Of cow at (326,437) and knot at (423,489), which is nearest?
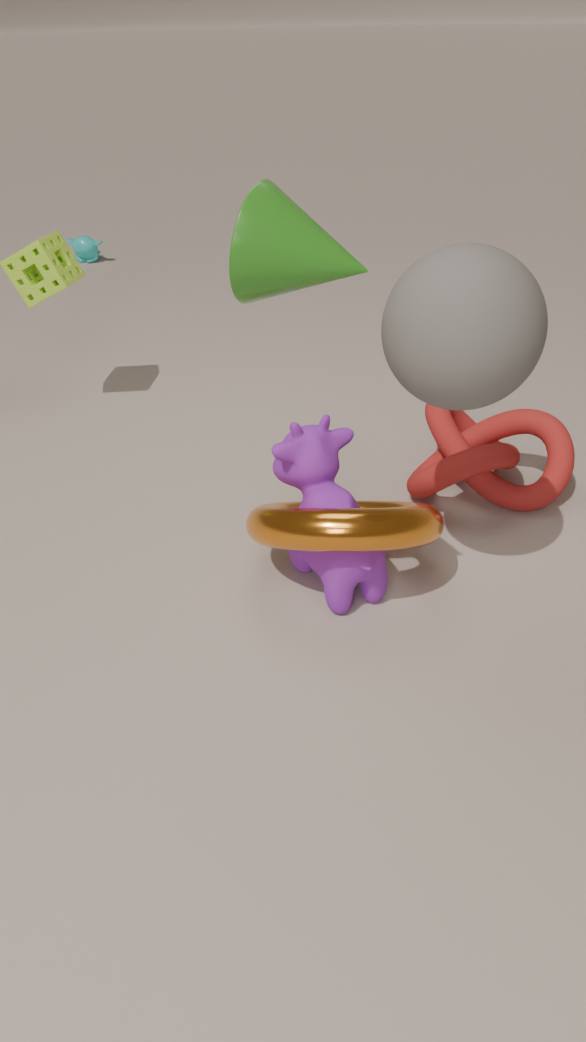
cow at (326,437)
